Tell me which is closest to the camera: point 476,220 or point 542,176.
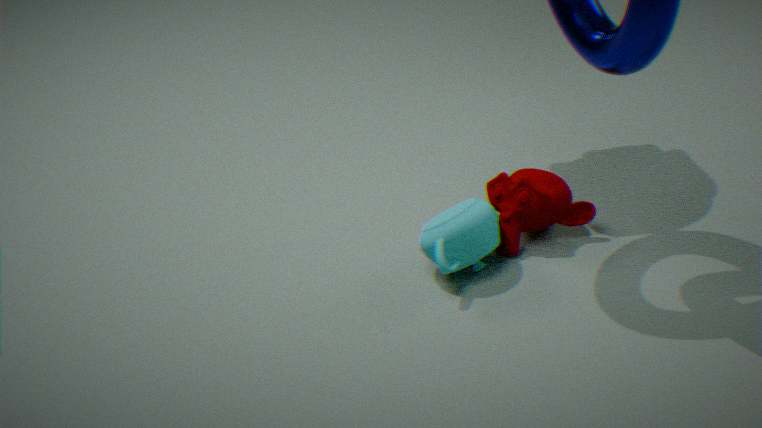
point 476,220
